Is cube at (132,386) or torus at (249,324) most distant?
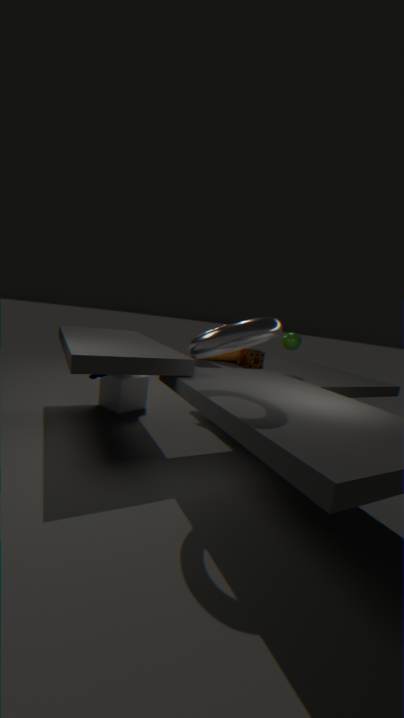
cube at (132,386)
